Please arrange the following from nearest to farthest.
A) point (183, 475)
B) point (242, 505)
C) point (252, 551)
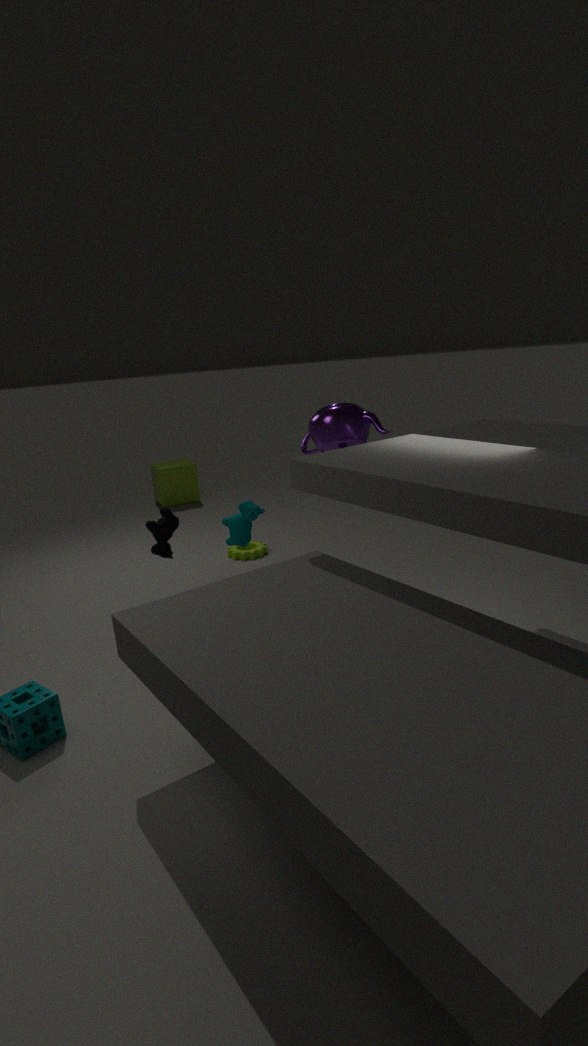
point (242, 505)
point (252, 551)
point (183, 475)
